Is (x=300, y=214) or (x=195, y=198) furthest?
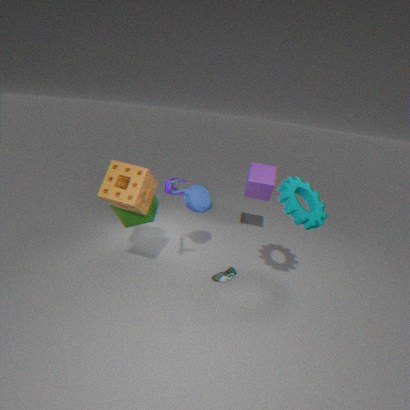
(x=195, y=198)
